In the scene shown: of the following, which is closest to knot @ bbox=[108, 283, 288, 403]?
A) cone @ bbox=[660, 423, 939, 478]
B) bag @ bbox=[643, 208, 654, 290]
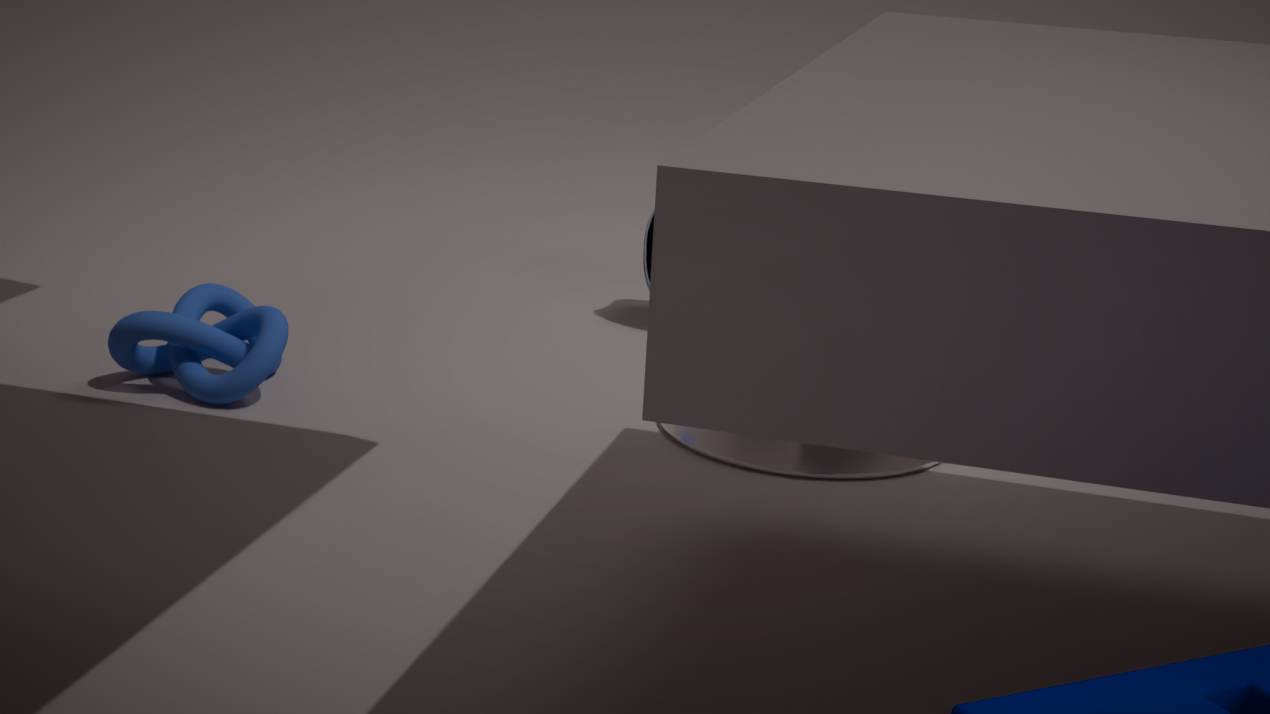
cone @ bbox=[660, 423, 939, 478]
